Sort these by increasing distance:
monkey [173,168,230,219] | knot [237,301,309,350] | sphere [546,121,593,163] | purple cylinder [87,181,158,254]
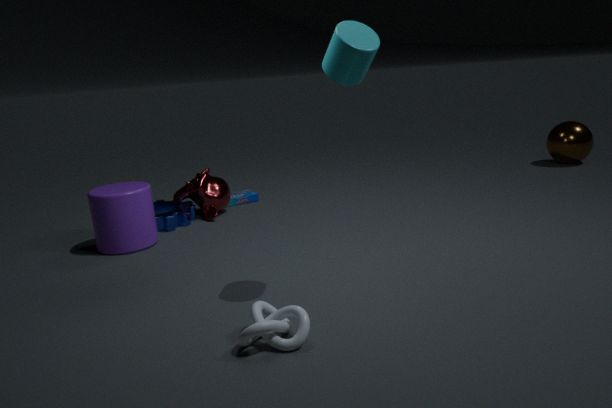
1. knot [237,301,309,350]
2. purple cylinder [87,181,158,254]
3. monkey [173,168,230,219]
4. sphere [546,121,593,163]
